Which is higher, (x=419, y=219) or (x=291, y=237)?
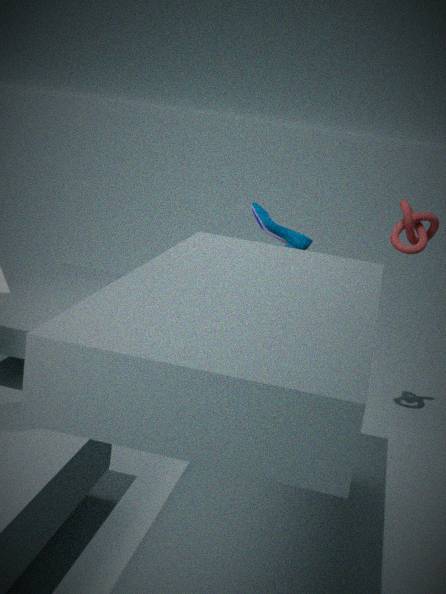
(x=419, y=219)
